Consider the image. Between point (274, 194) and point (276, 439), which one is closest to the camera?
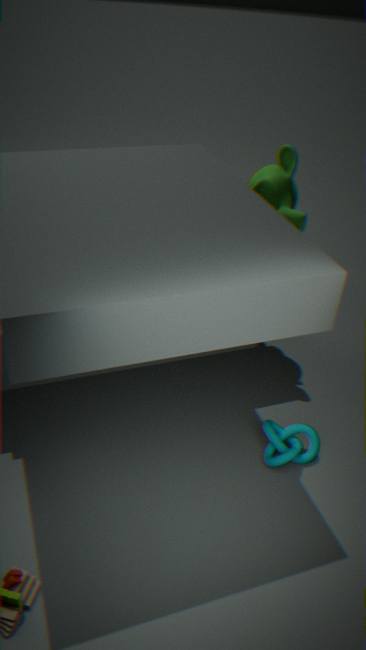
point (276, 439)
